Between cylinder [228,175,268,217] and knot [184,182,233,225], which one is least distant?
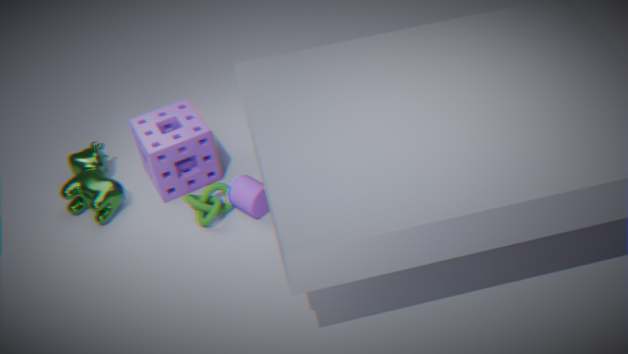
cylinder [228,175,268,217]
